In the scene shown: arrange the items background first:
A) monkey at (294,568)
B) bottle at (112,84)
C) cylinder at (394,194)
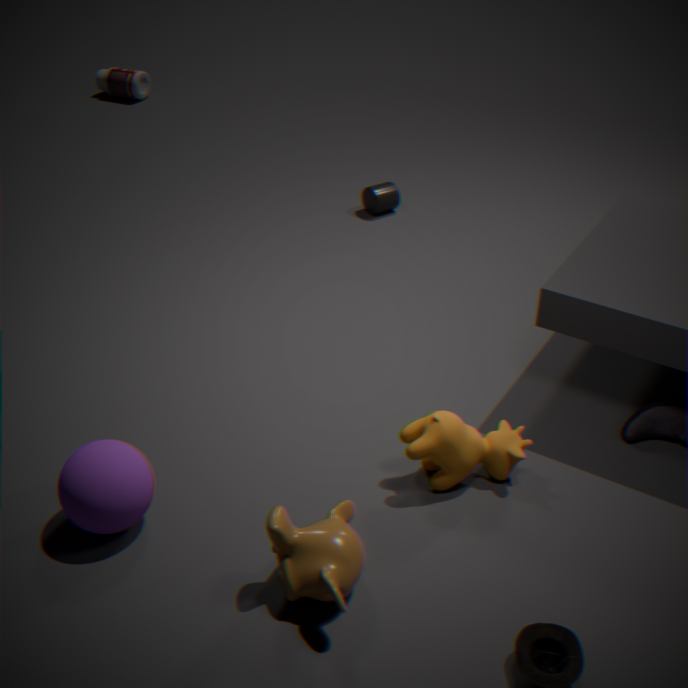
bottle at (112,84) < cylinder at (394,194) < monkey at (294,568)
